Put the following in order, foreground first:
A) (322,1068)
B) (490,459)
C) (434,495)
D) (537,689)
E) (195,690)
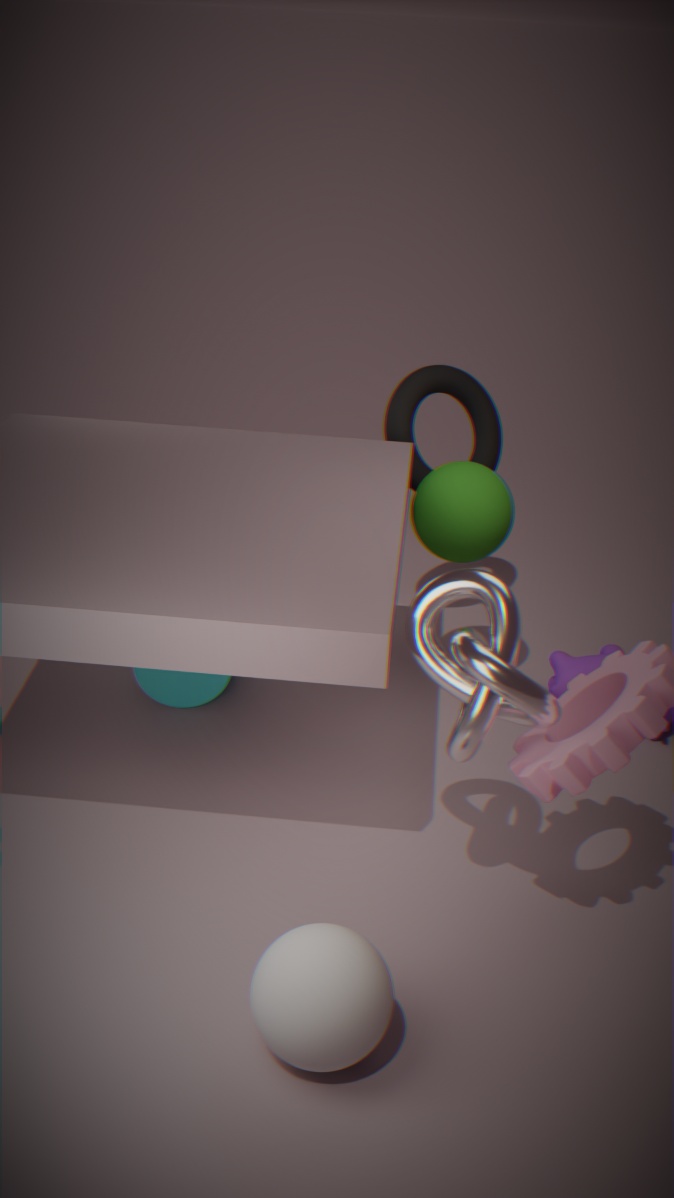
1. (322,1068)
2. (537,689)
3. (434,495)
4. (195,690)
5. (490,459)
